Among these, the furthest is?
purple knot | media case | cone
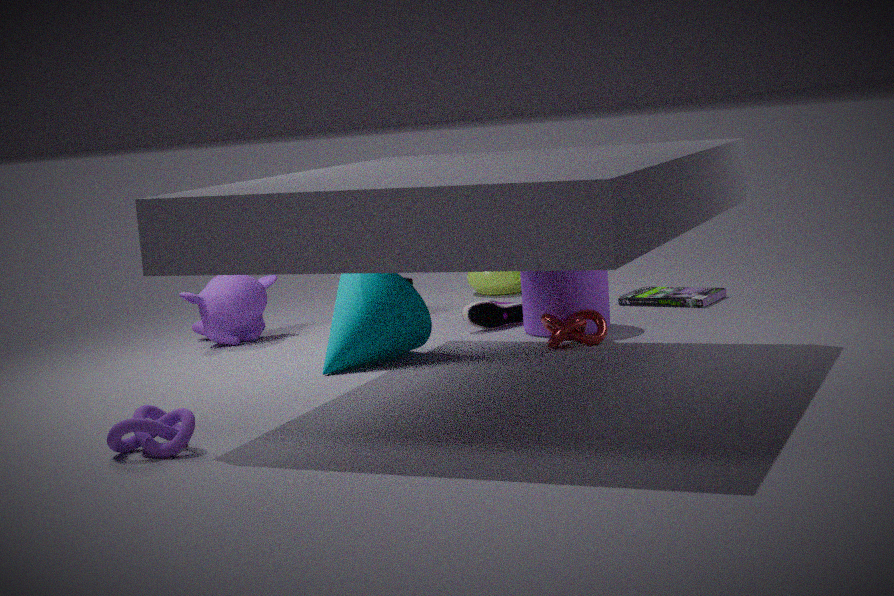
media case
